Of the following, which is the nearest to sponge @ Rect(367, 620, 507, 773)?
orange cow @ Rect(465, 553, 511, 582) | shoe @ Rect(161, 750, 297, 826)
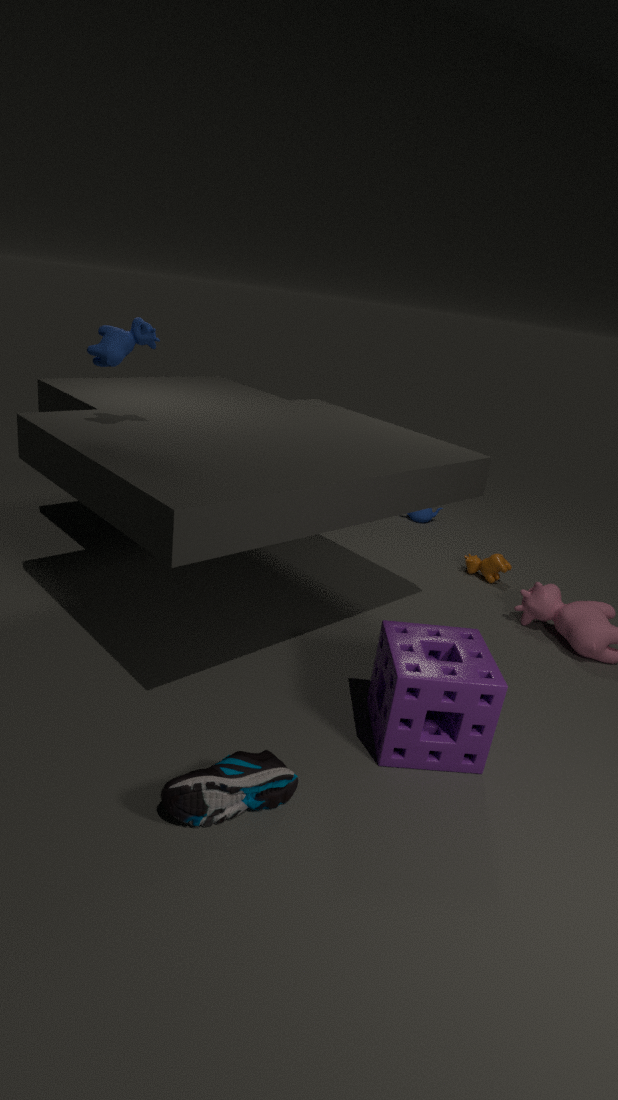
shoe @ Rect(161, 750, 297, 826)
